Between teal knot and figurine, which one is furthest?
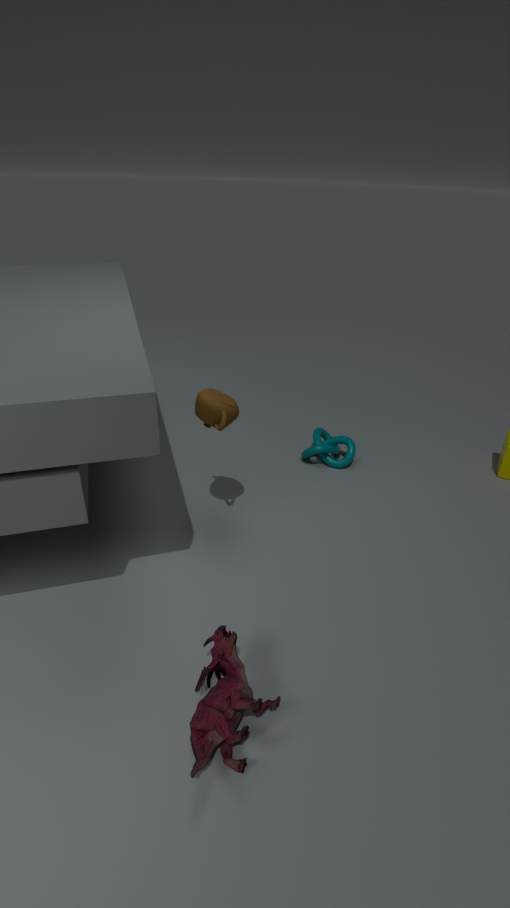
teal knot
